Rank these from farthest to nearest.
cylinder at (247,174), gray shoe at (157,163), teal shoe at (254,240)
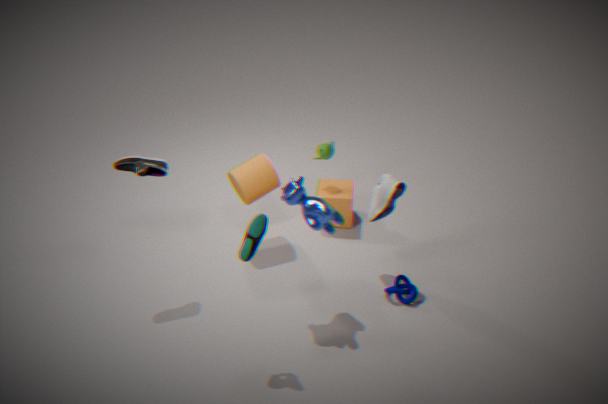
cylinder at (247,174), gray shoe at (157,163), teal shoe at (254,240)
